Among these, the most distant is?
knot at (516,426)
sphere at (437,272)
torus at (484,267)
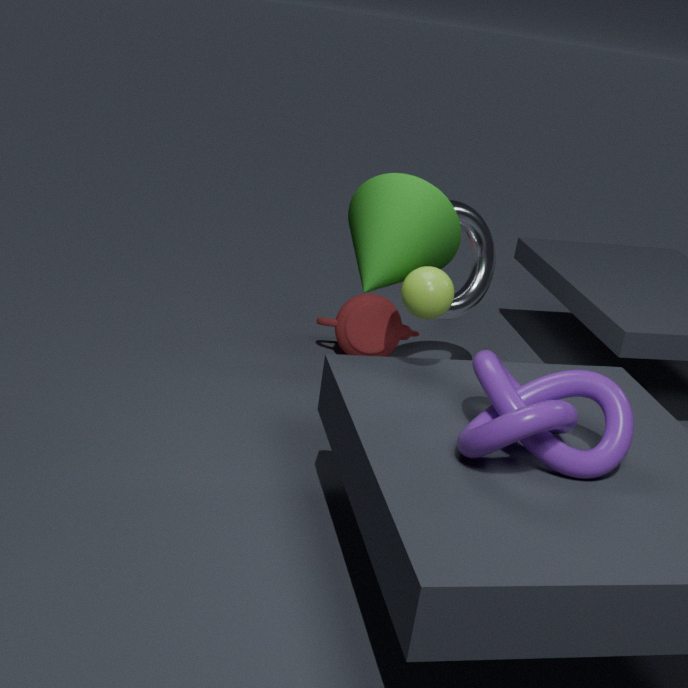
torus at (484,267)
